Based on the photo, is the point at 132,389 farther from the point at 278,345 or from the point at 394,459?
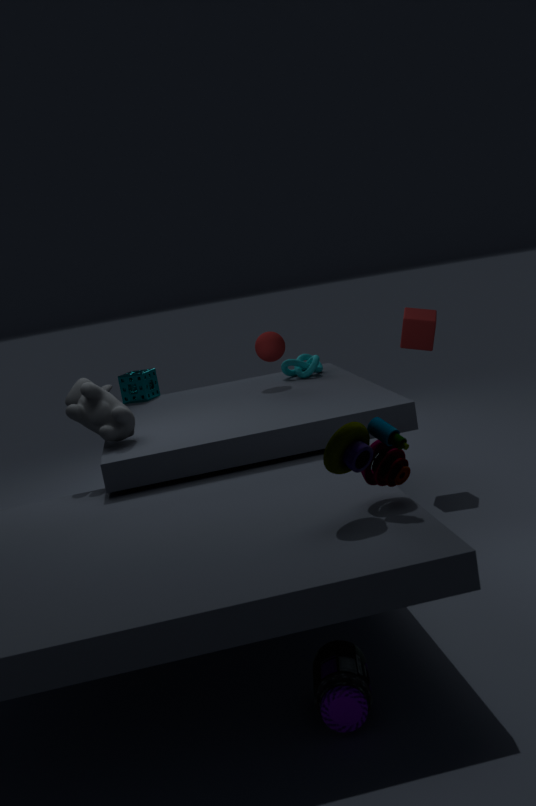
the point at 394,459
